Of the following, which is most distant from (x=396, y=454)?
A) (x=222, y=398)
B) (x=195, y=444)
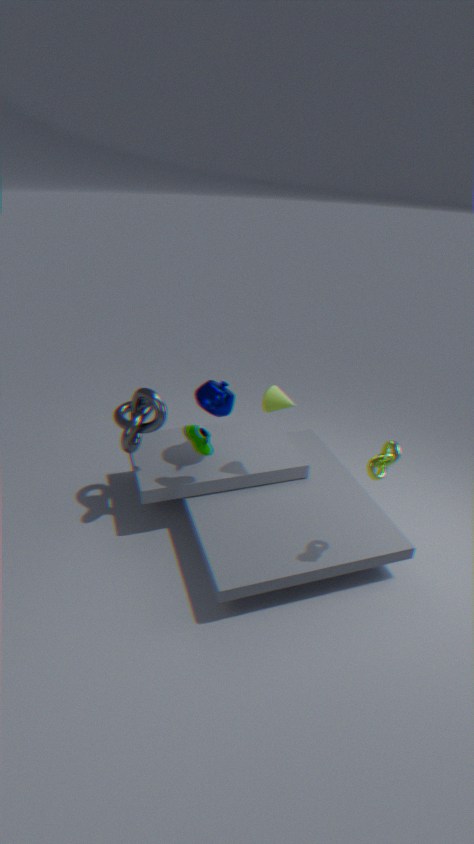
(x=222, y=398)
